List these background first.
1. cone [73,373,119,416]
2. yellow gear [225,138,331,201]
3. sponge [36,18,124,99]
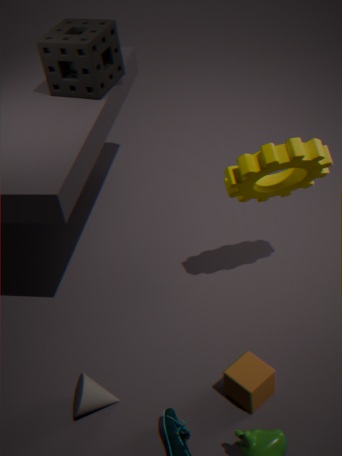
sponge [36,18,124,99] < cone [73,373,119,416] < yellow gear [225,138,331,201]
